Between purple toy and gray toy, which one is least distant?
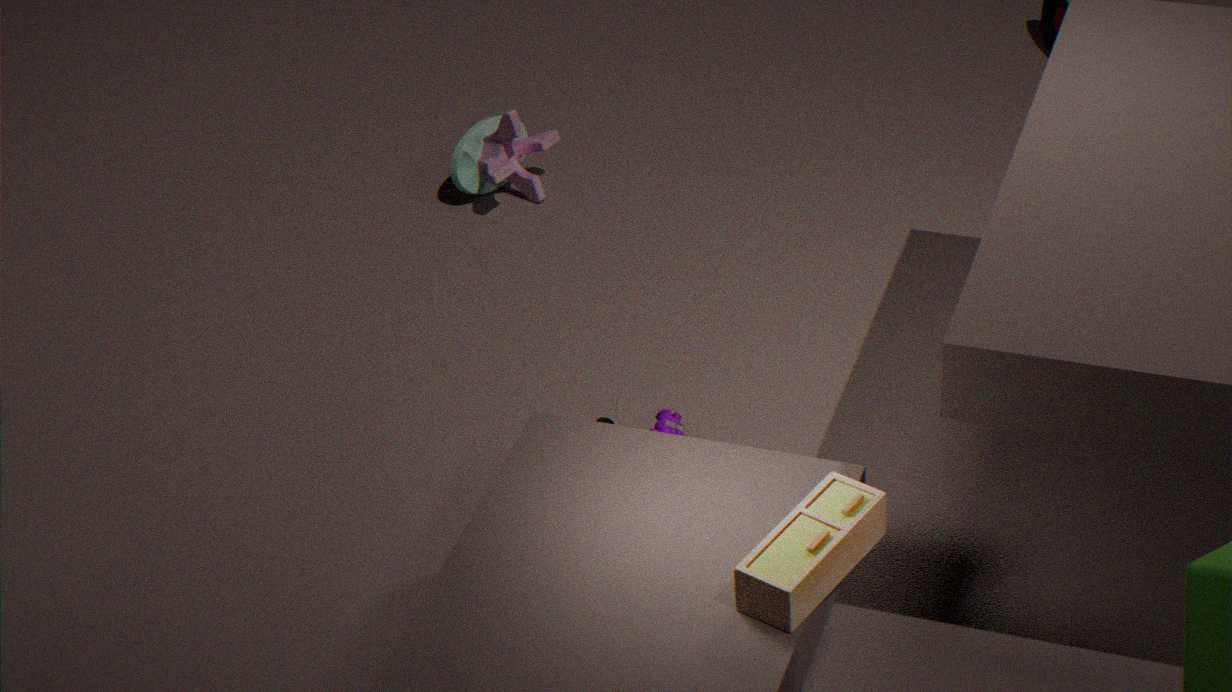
purple toy
